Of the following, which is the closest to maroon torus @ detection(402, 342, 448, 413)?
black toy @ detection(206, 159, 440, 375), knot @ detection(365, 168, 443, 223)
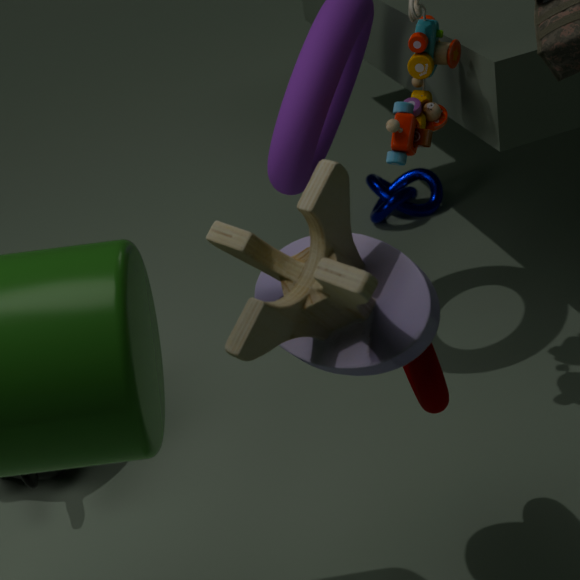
black toy @ detection(206, 159, 440, 375)
